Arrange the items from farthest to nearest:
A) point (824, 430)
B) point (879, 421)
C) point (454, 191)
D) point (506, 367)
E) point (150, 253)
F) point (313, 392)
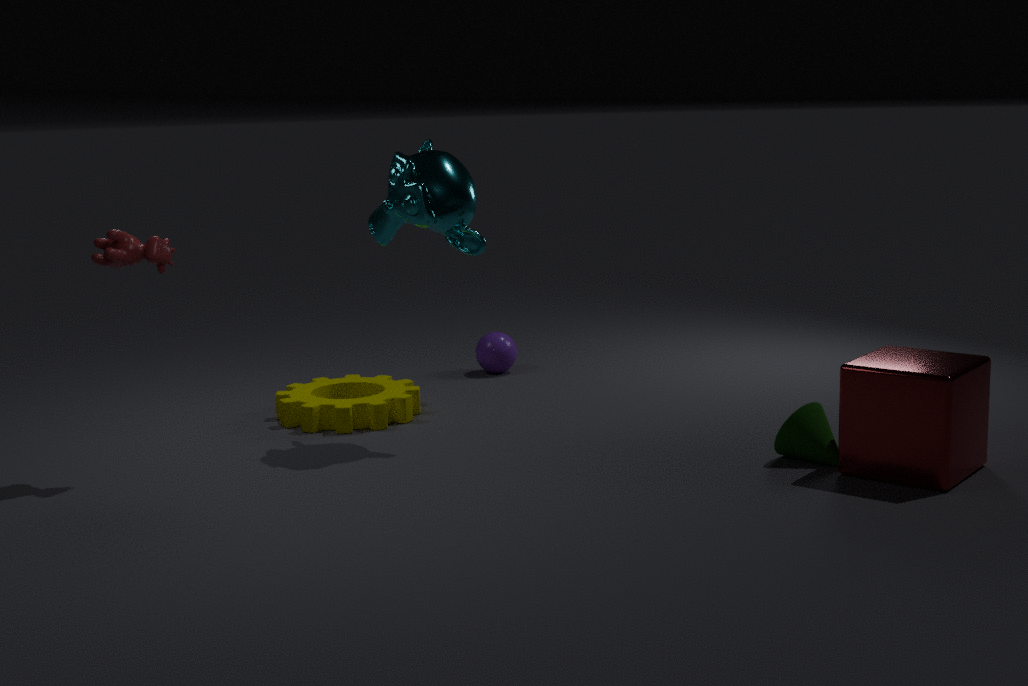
point (506, 367), point (313, 392), point (454, 191), point (824, 430), point (150, 253), point (879, 421)
